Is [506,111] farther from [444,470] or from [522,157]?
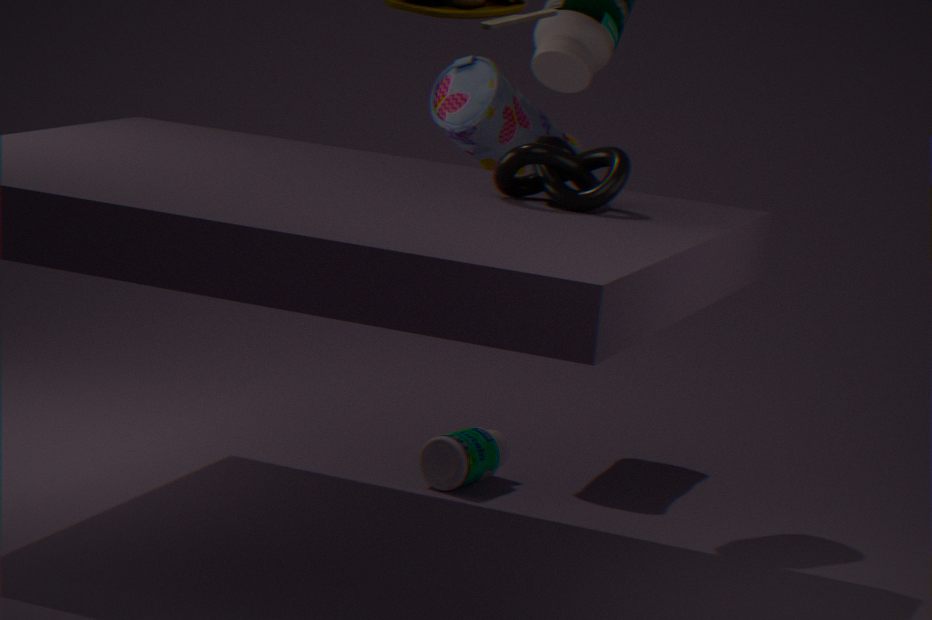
[522,157]
